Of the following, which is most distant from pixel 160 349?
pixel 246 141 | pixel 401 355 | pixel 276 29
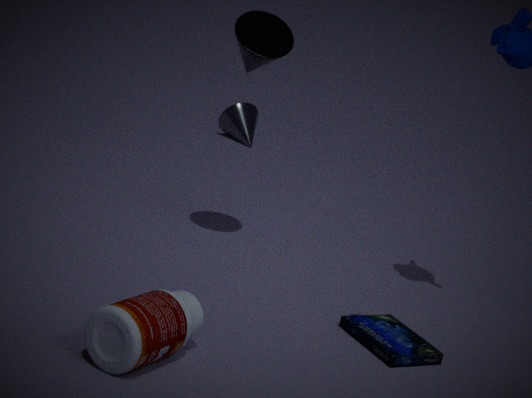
pixel 246 141
